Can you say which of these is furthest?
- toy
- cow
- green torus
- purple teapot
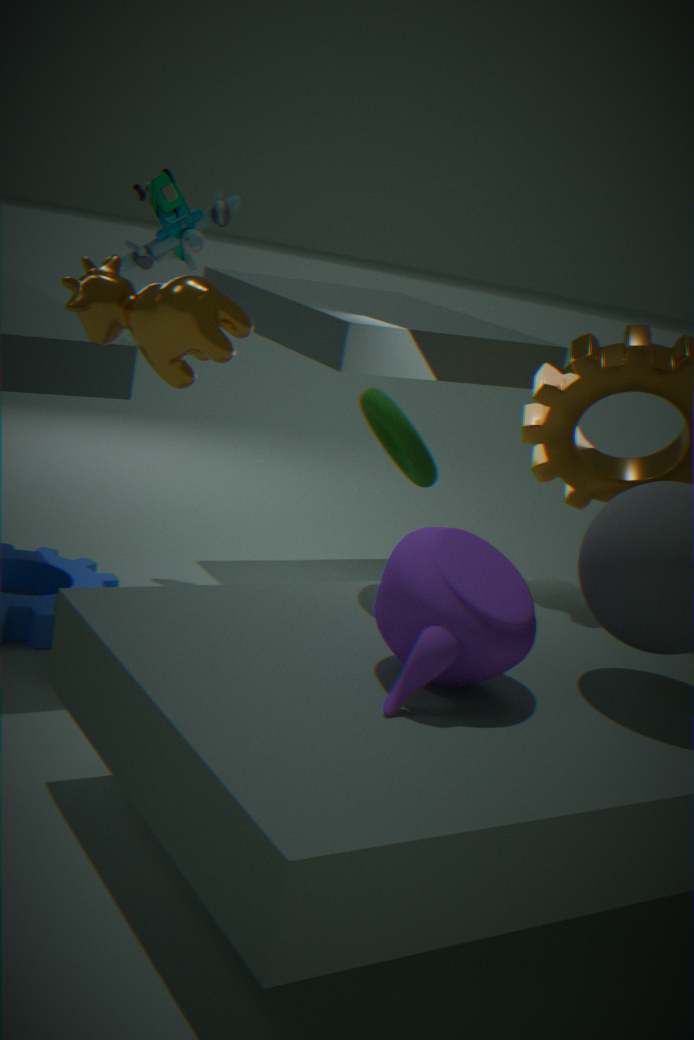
toy
